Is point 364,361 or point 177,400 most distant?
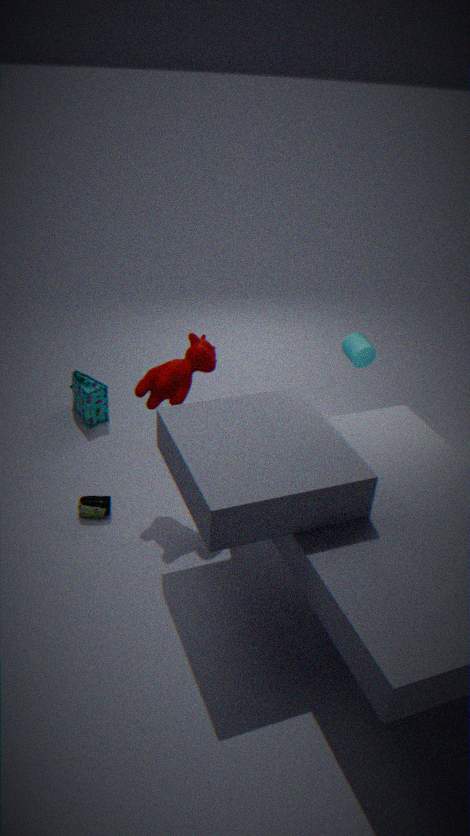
point 364,361
